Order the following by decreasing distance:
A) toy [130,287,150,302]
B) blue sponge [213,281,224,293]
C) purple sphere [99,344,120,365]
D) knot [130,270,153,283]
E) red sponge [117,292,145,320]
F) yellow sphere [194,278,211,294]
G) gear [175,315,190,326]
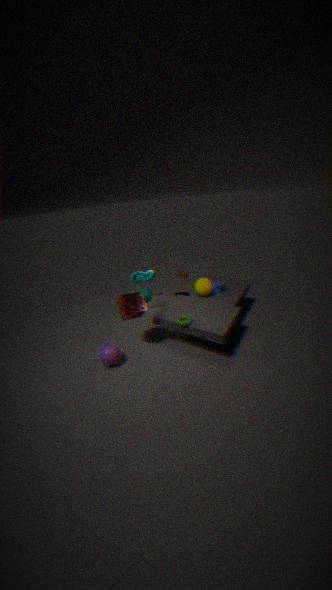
knot [130,270,153,283] → blue sponge [213,281,224,293] → toy [130,287,150,302] → yellow sphere [194,278,211,294] → purple sphere [99,344,120,365] → gear [175,315,190,326] → red sponge [117,292,145,320]
